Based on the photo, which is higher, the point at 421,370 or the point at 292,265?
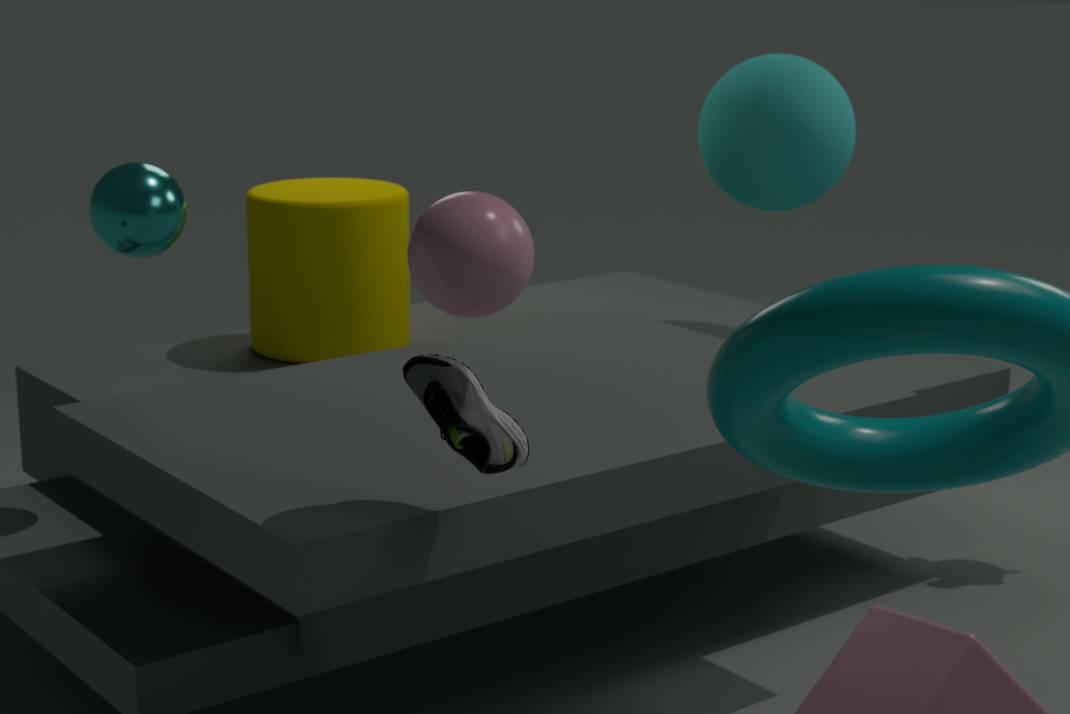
the point at 421,370
